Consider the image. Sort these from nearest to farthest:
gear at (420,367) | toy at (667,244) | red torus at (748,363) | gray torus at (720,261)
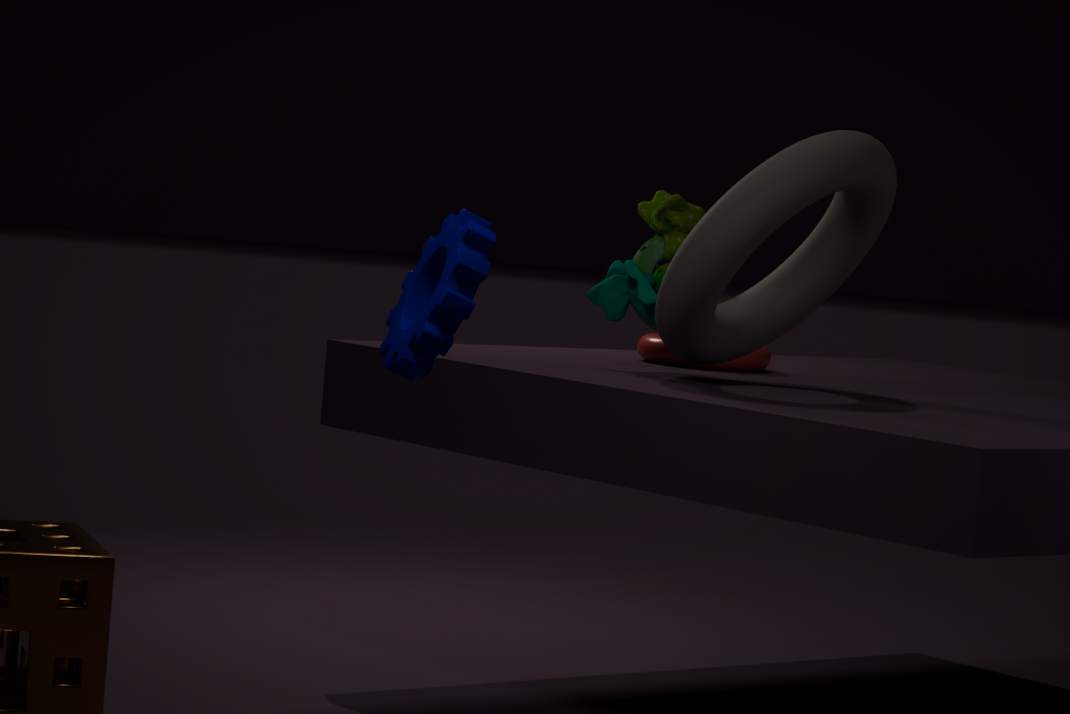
gear at (420,367) < gray torus at (720,261) < toy at (667,244) < red torus at (748,363)
